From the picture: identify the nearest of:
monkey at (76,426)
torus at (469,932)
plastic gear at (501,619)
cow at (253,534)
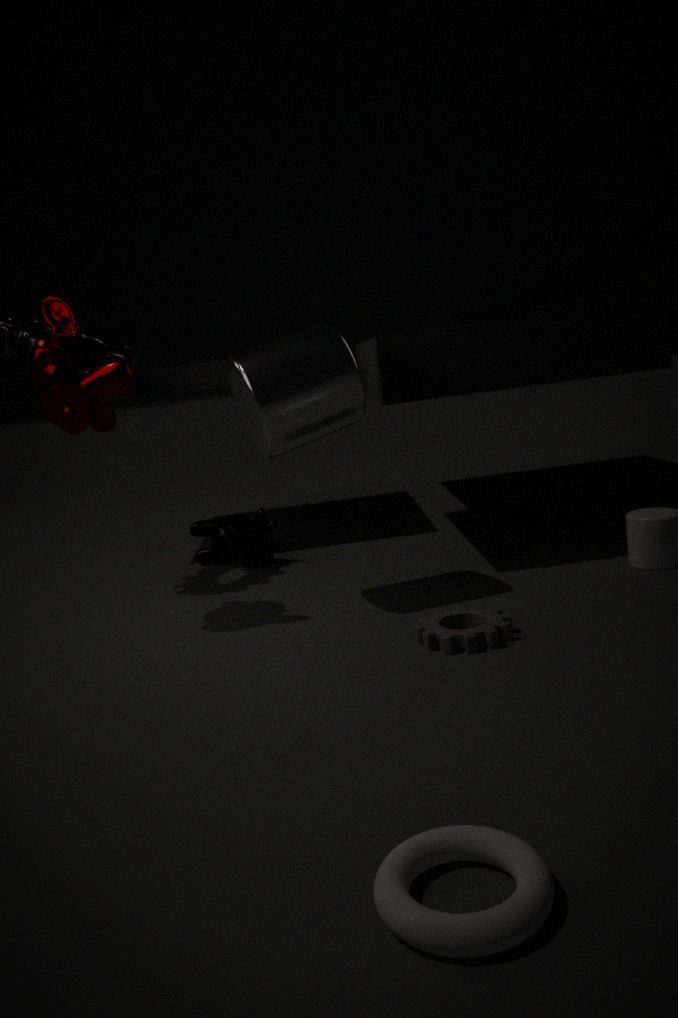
torus at (469,932)
